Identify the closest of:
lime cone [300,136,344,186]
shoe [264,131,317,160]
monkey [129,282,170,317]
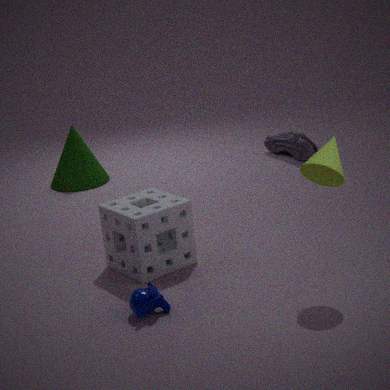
lime cone [300,136,344,186]
